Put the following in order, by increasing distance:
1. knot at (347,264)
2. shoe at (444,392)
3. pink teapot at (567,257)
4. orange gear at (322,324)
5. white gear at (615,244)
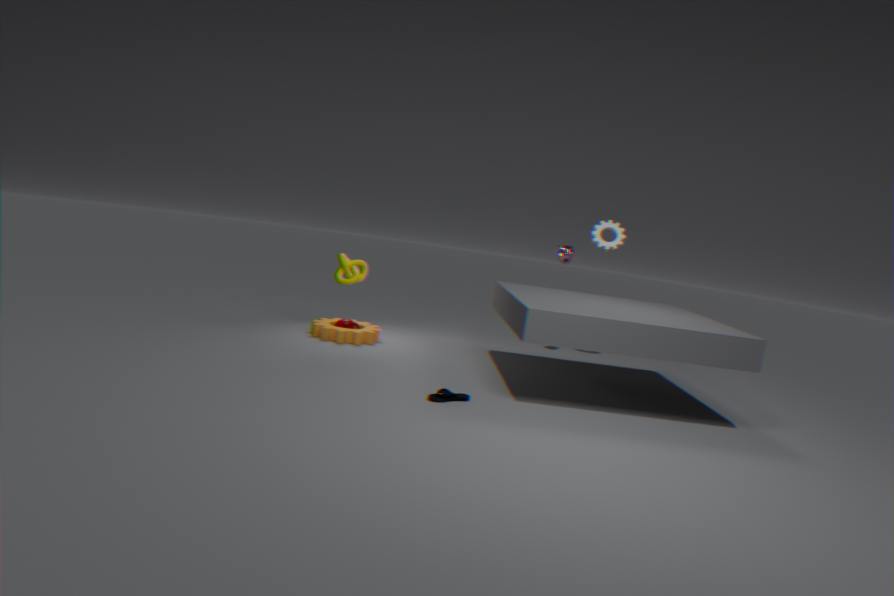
1. shoe at (444,392)
2. knot at (347,264)
3. orange gear at (322,324)
4. pink teapot at (567,257)
5. white gear at (615,244)
